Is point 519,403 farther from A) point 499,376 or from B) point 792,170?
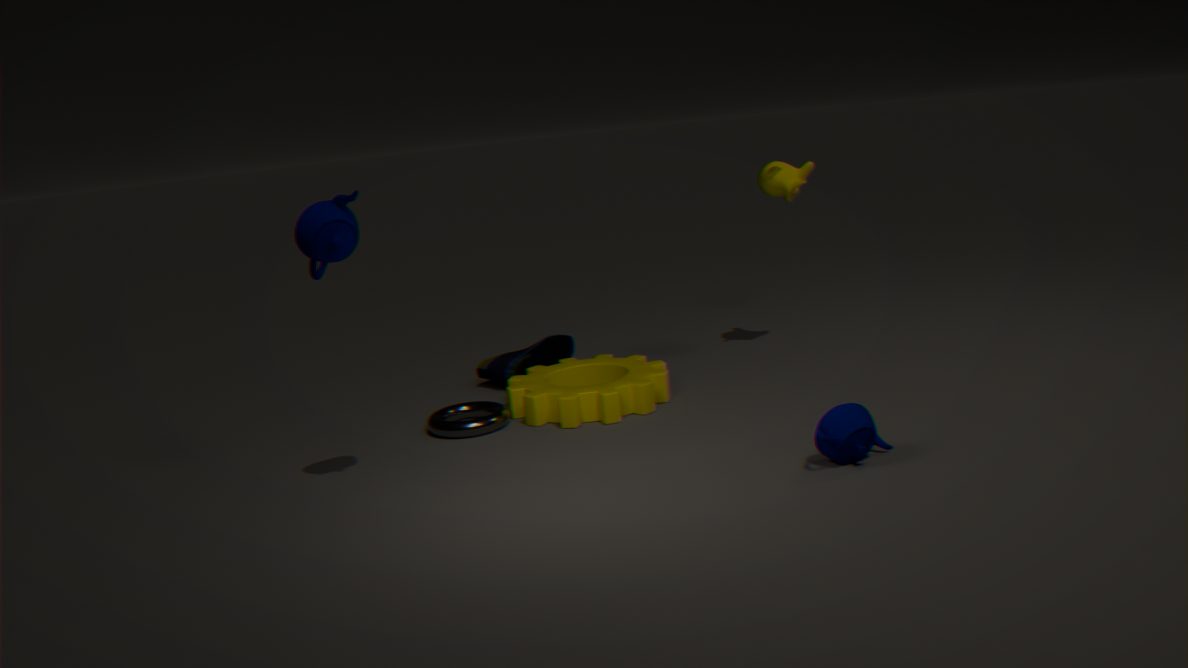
B) point 792,170
